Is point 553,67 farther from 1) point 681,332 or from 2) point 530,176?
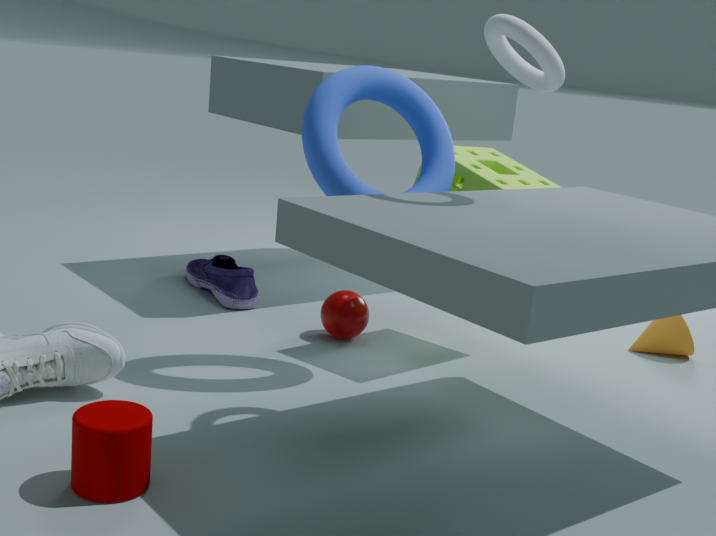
1) point 681,332
